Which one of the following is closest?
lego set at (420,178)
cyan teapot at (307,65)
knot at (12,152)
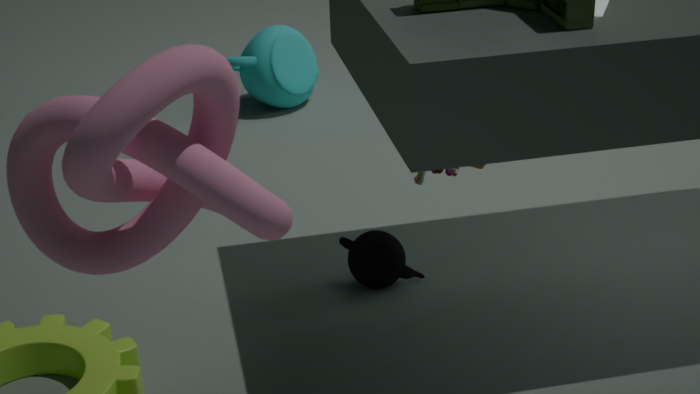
knot at (12,152)
